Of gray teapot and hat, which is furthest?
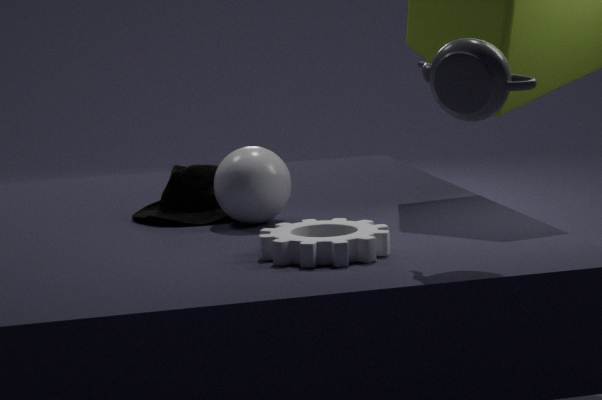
hat
